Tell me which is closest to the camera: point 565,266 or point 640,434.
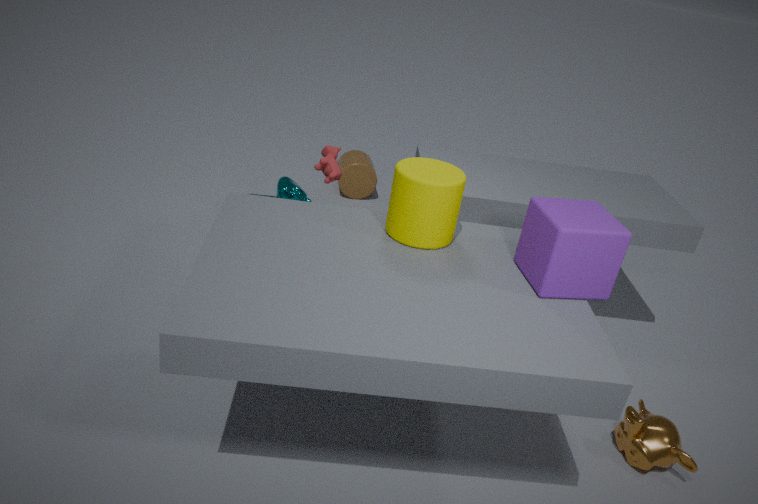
point 565,266
